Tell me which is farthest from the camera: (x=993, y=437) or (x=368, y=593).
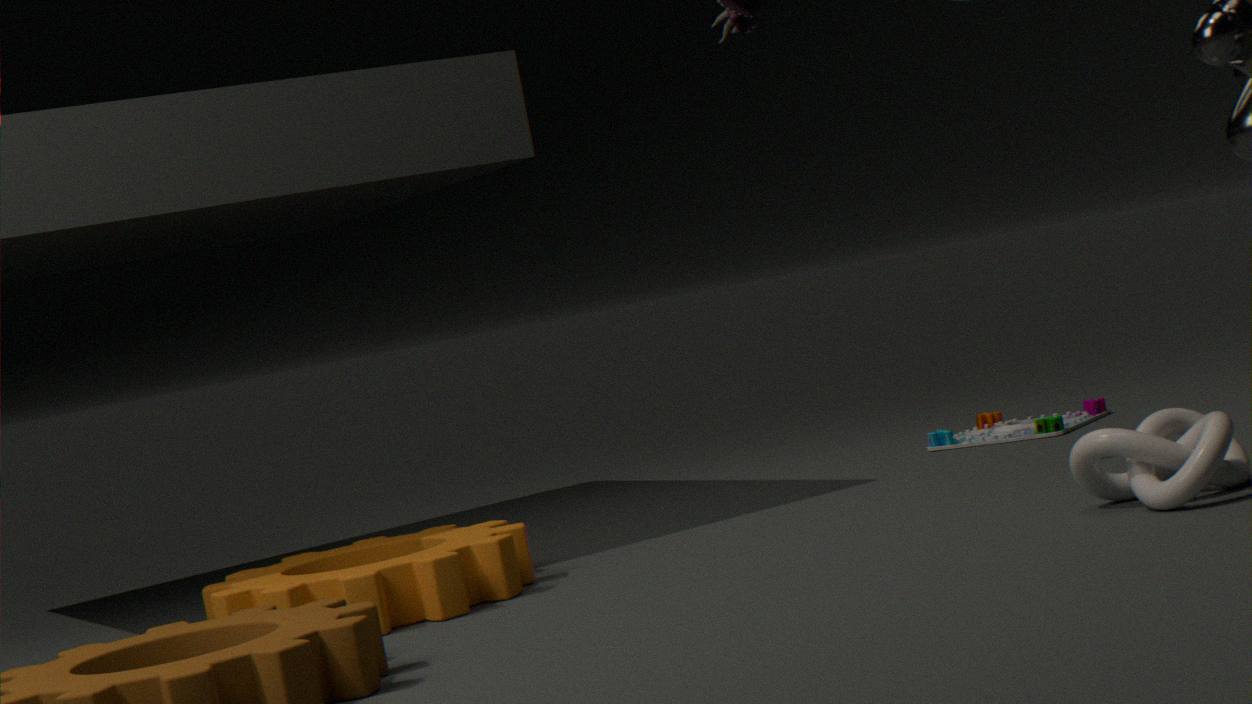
(x=993, y=437)
